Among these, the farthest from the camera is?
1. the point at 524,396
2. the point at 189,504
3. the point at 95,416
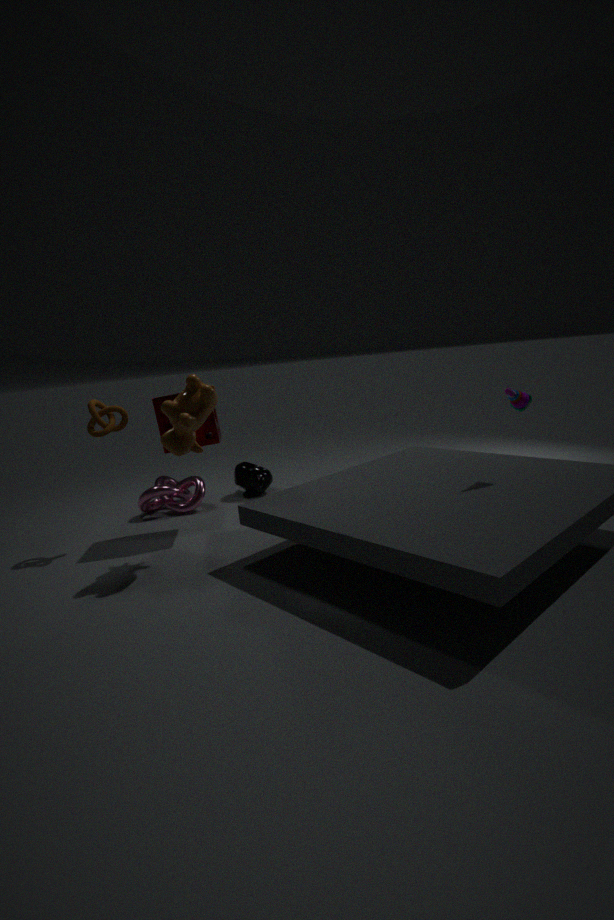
the point at 189,504
